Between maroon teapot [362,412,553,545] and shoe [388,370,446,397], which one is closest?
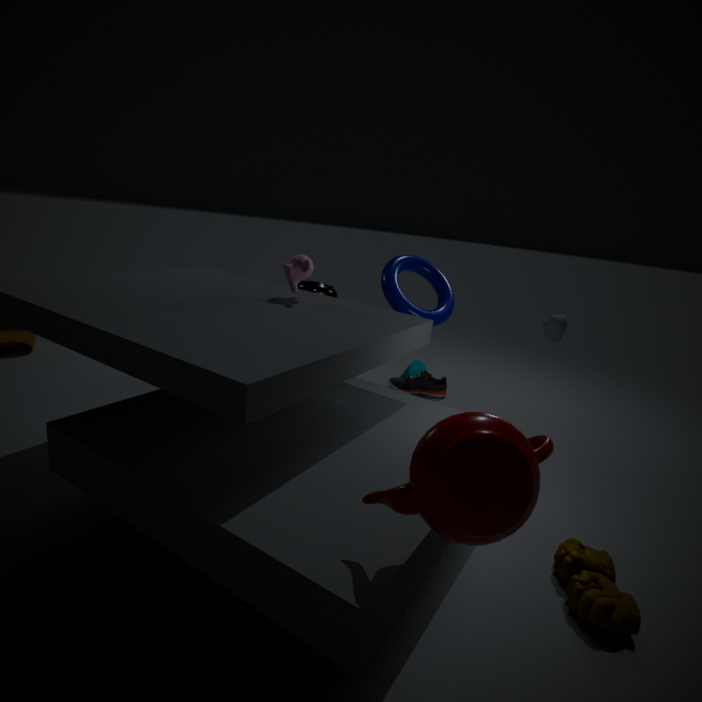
maroon teapot [362,412,553,545]
